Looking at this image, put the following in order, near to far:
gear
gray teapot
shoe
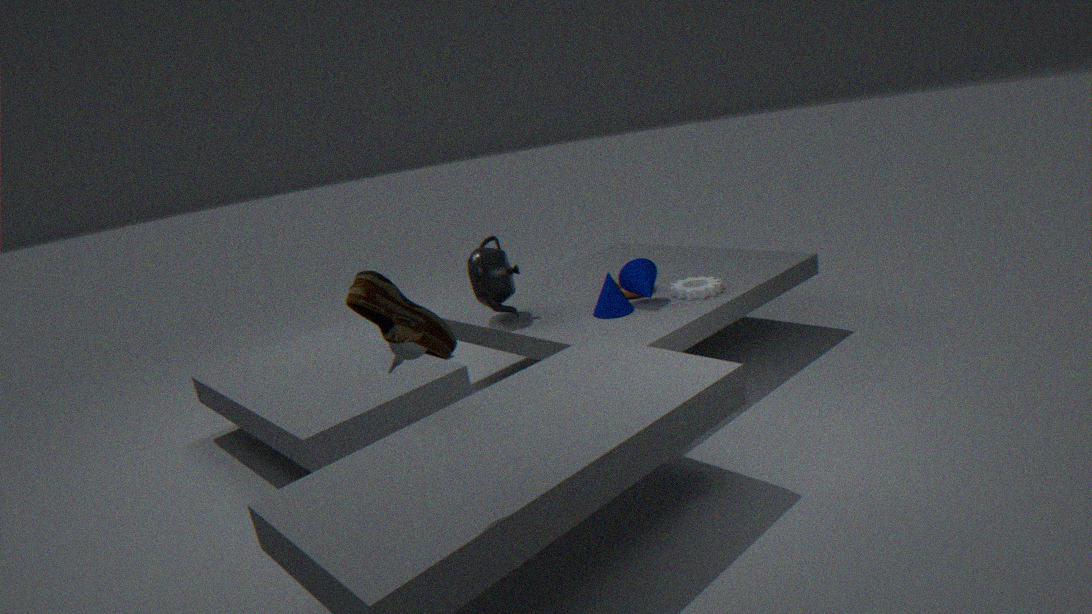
1. shoe
2. gray teapot
3. gear
